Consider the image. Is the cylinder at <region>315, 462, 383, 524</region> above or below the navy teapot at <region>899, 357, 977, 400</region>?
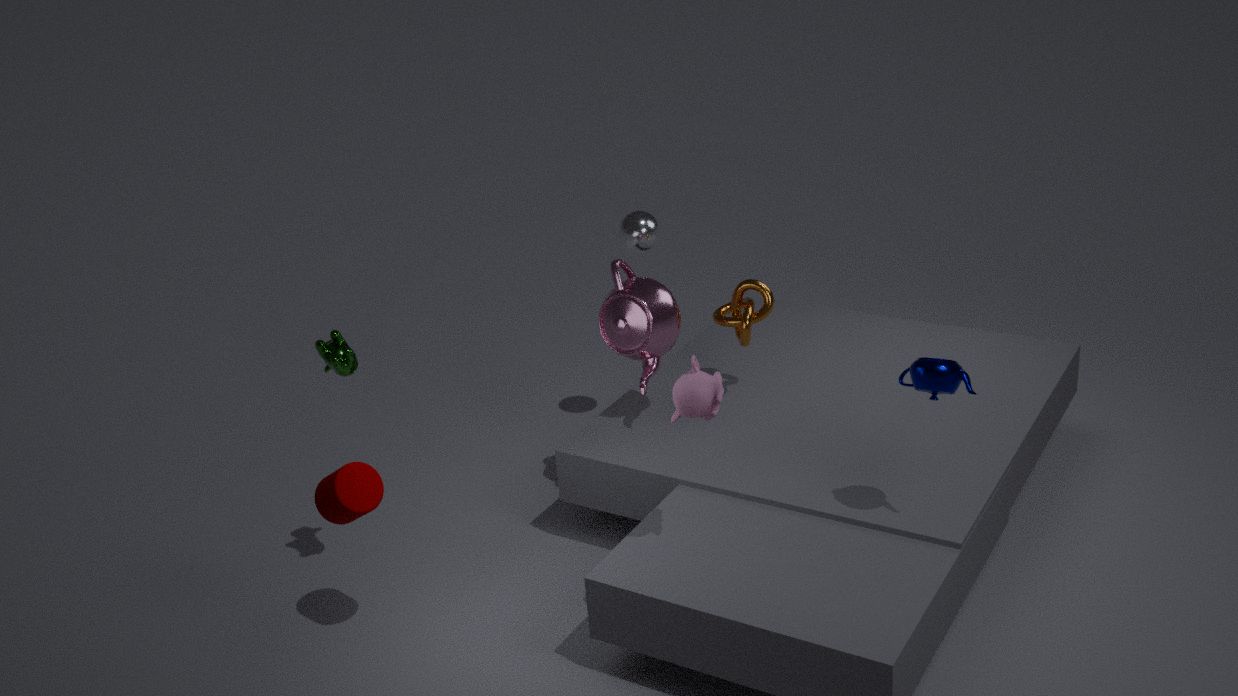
below
